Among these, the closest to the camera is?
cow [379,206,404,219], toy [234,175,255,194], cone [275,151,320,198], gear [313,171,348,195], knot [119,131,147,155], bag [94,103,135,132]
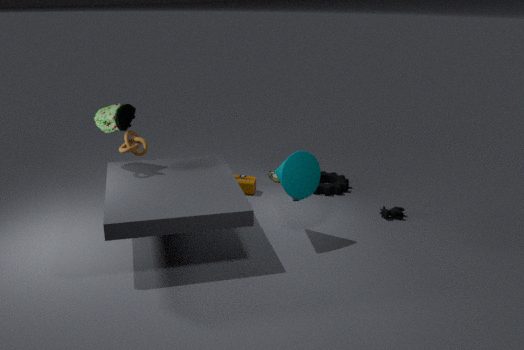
cone [275,151,320,198]
